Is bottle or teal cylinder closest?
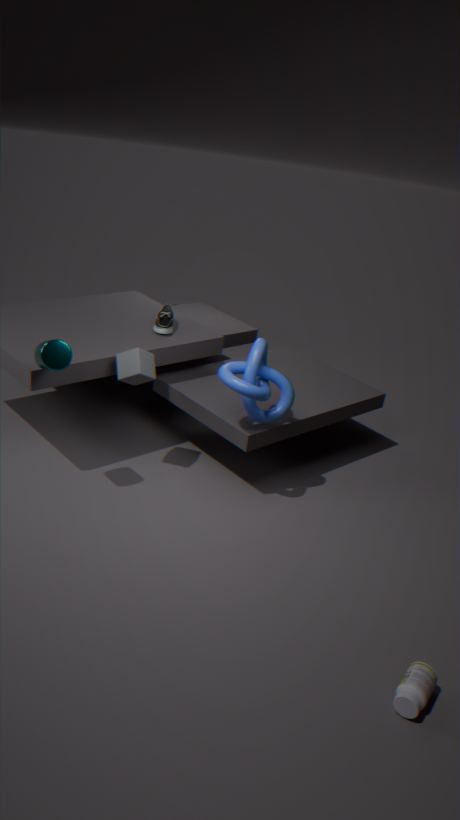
bottle
